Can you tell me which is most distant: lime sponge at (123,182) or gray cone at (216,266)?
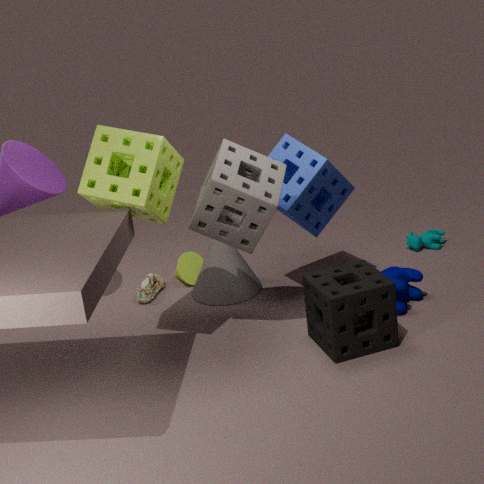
gray cone at (216,266)
